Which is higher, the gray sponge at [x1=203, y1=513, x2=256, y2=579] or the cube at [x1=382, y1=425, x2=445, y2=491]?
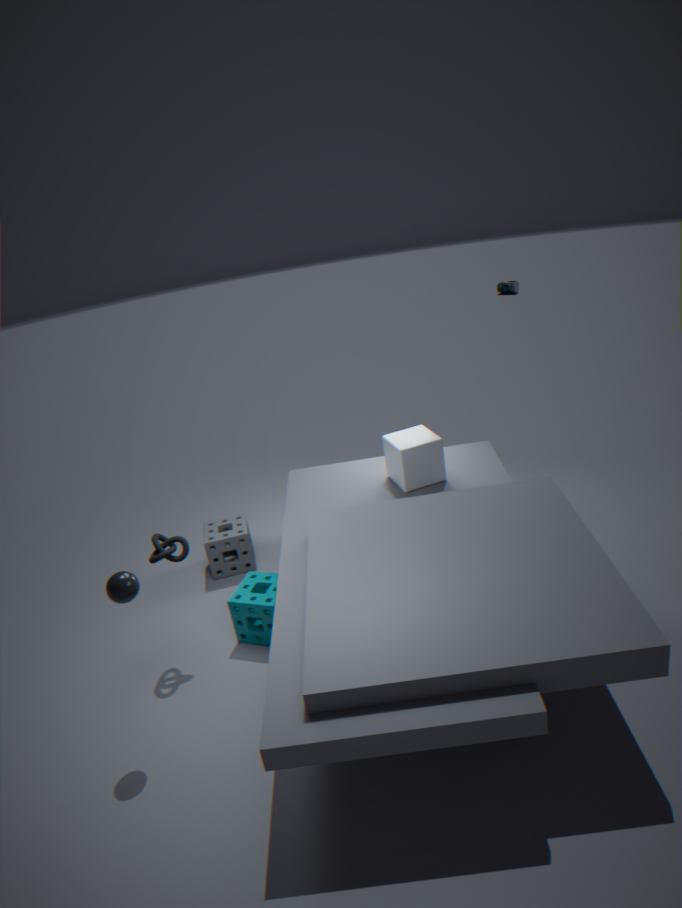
the cube at [x1=382, y1=425, x2=445, y2=491]
